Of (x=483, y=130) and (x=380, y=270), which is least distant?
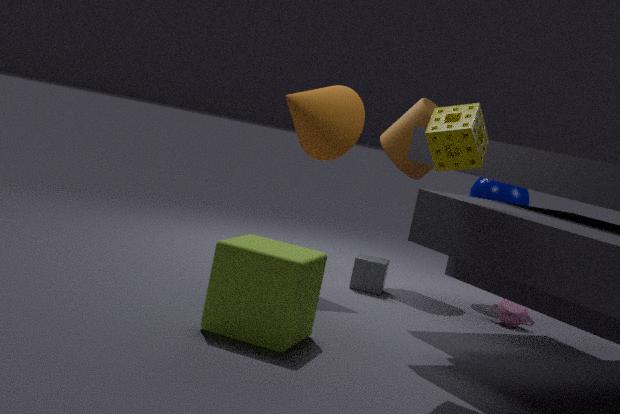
(x=483, y=130)
